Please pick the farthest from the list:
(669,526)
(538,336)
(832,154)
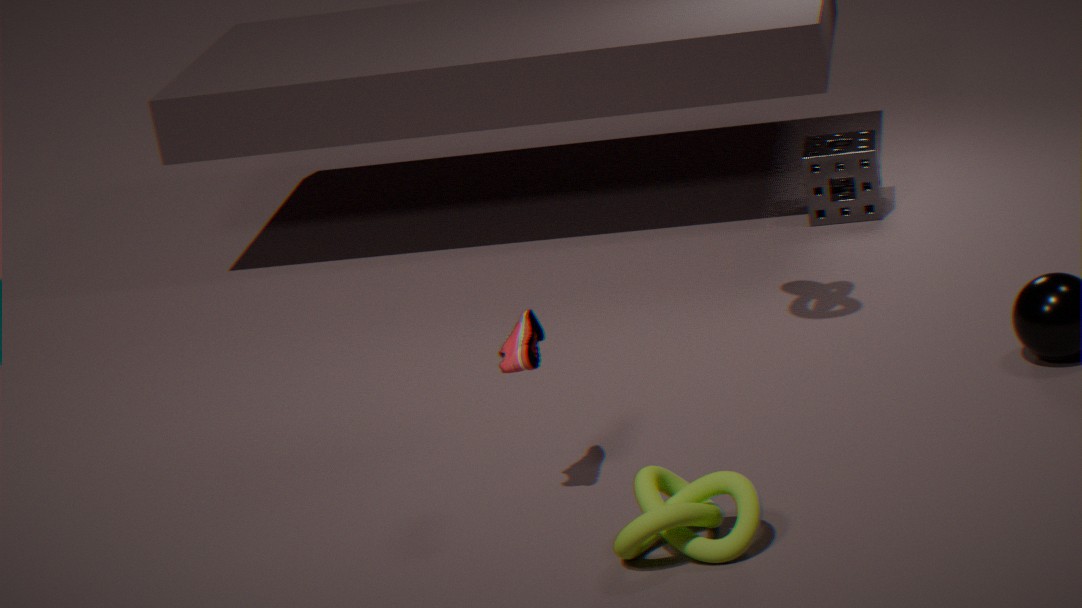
(832,154)
